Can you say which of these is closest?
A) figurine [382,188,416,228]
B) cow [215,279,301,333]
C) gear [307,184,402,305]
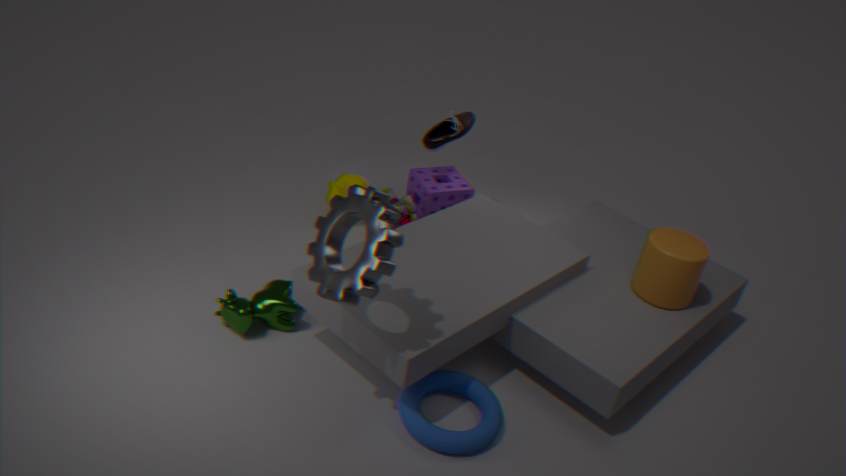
gear [307,184,402,305]
